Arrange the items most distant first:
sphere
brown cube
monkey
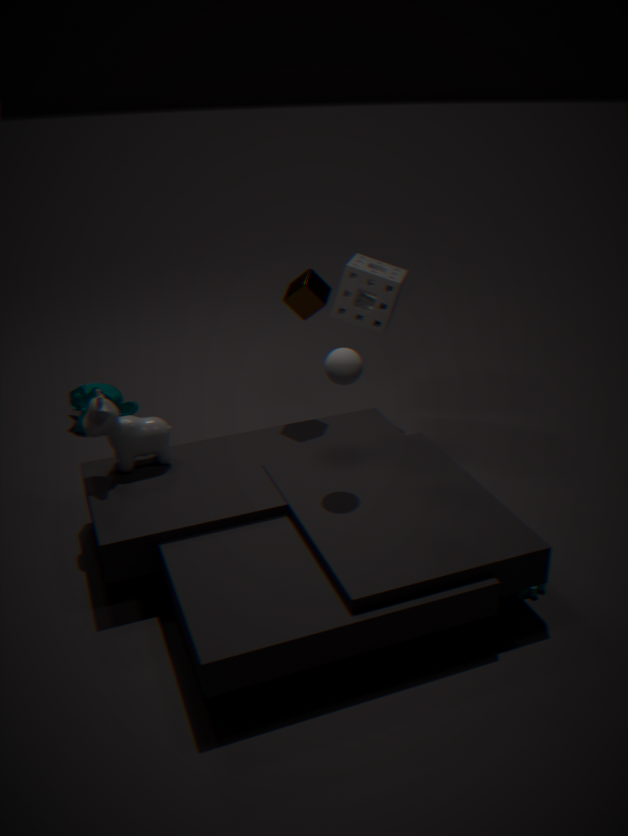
monkey < brown cube < sphere
